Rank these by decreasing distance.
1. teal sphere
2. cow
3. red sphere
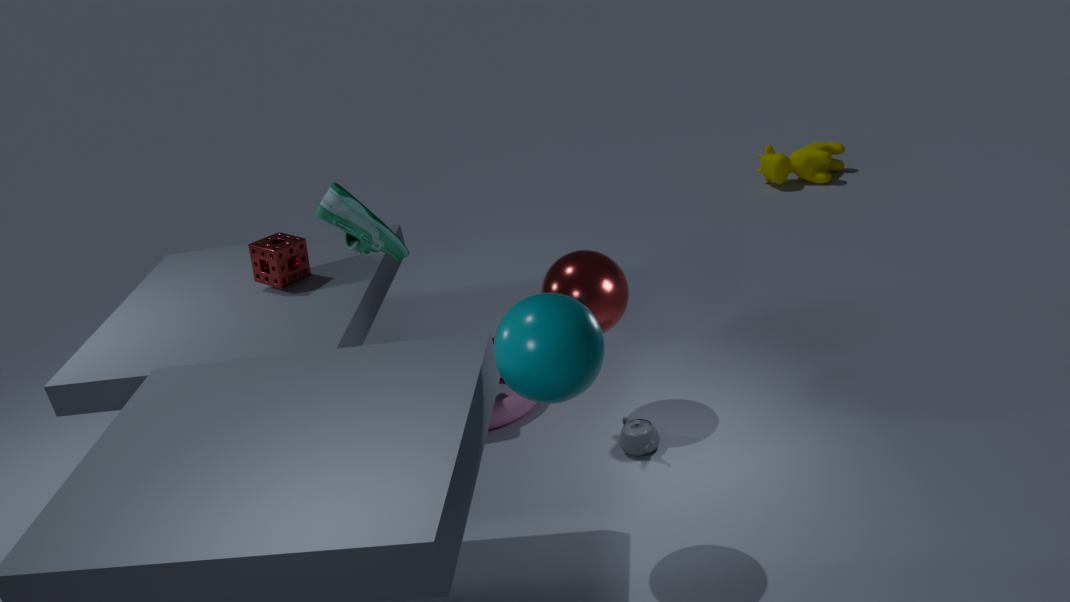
cow < red sphere < teal sphere
